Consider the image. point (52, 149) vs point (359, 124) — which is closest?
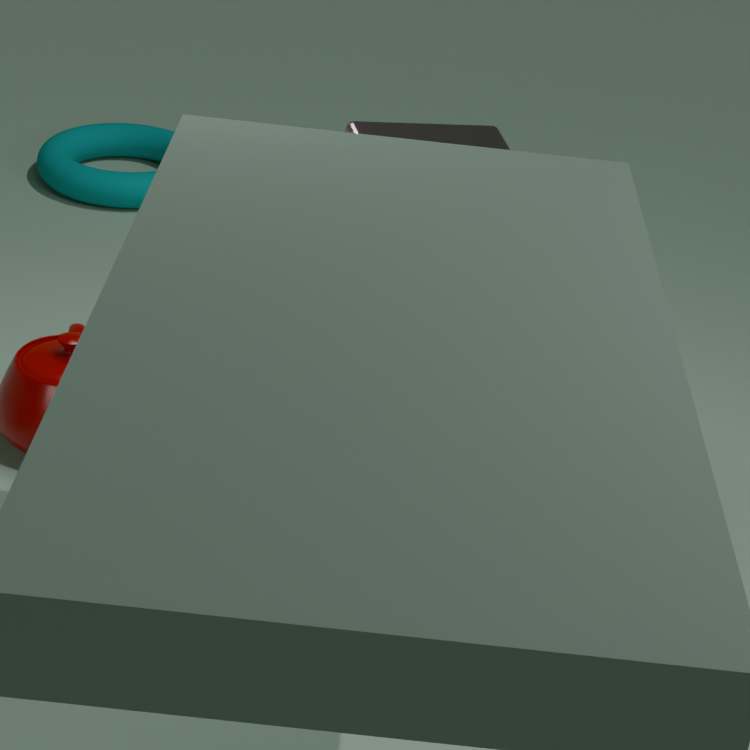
point (359, 124)
